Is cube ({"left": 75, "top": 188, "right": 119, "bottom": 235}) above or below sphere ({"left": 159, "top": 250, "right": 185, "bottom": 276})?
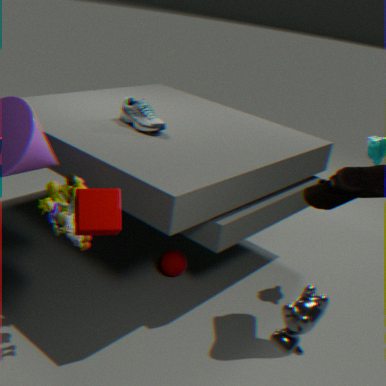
above
